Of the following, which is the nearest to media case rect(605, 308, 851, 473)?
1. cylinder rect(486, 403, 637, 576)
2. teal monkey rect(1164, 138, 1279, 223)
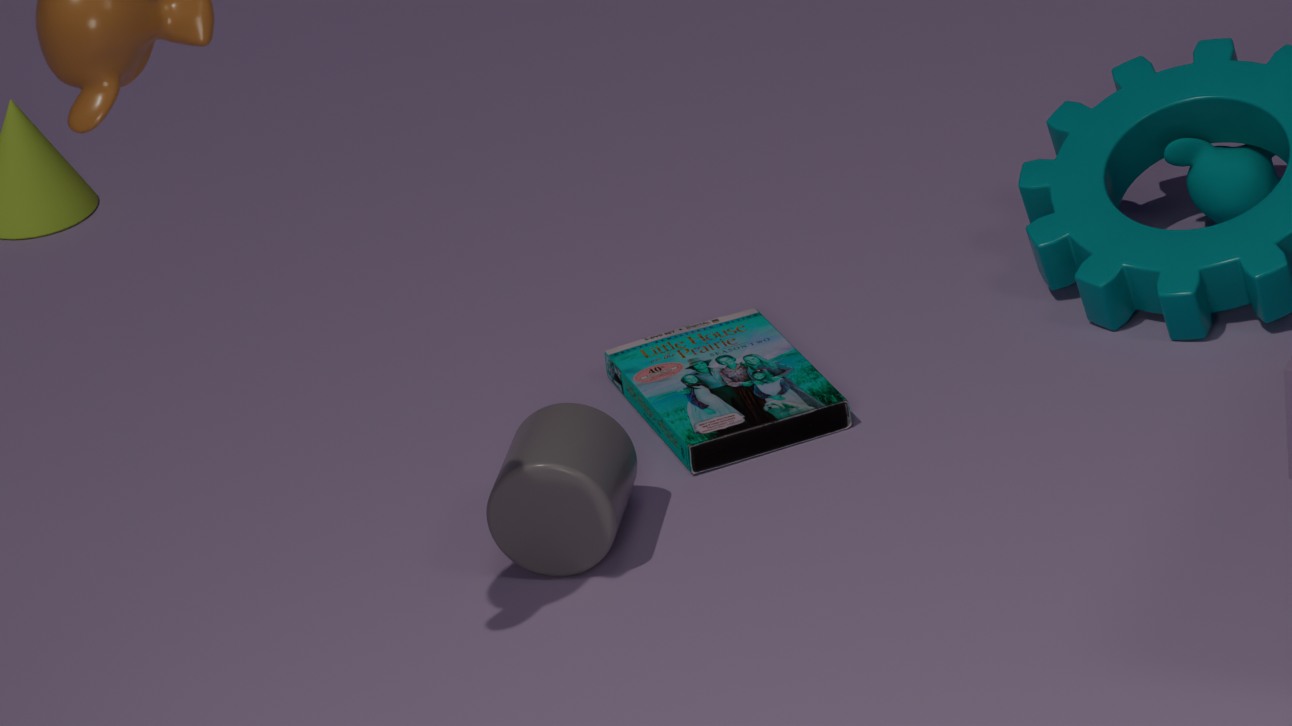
cylinder rect(486, 403, 637, 576)
